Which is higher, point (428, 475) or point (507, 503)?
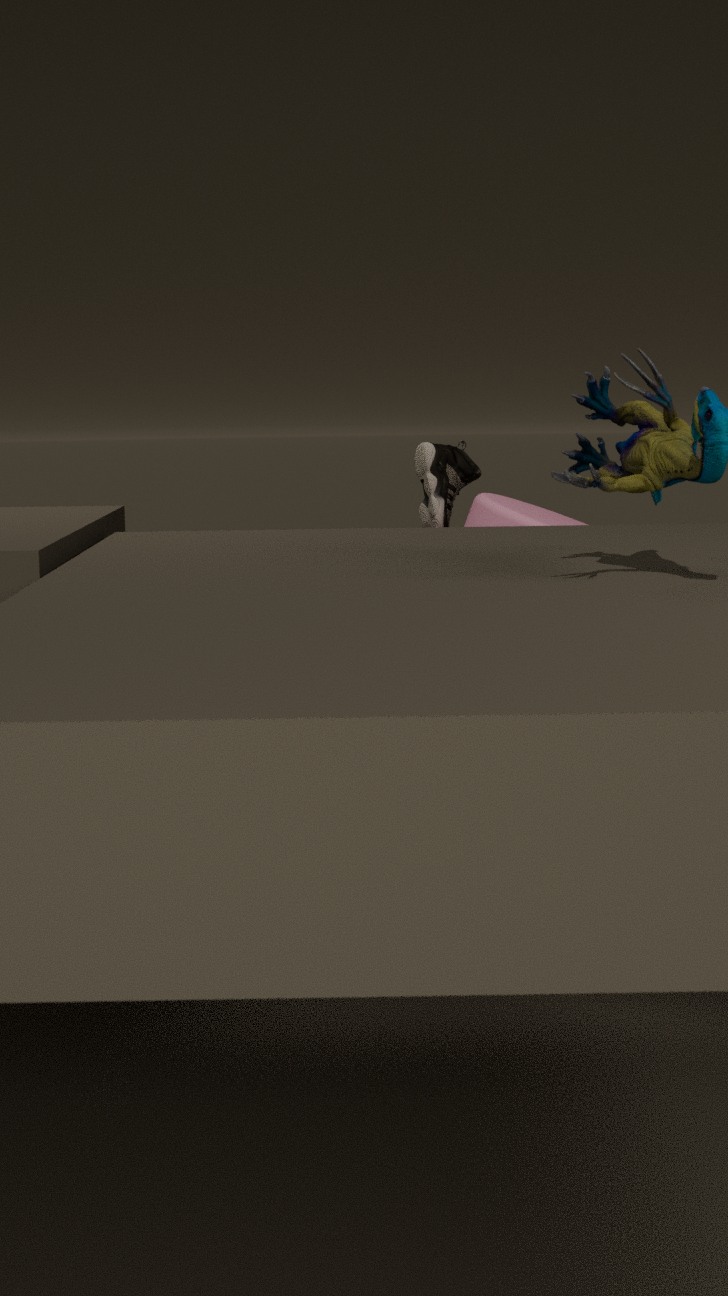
point (428, 475)
